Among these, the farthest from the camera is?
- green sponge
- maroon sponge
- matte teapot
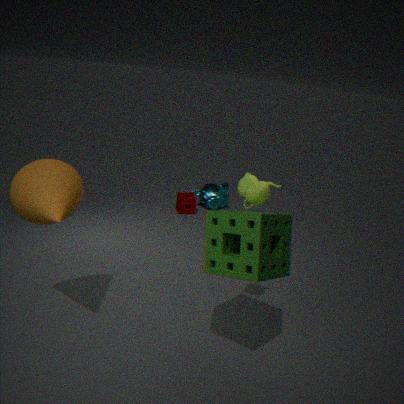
maroon sponge
